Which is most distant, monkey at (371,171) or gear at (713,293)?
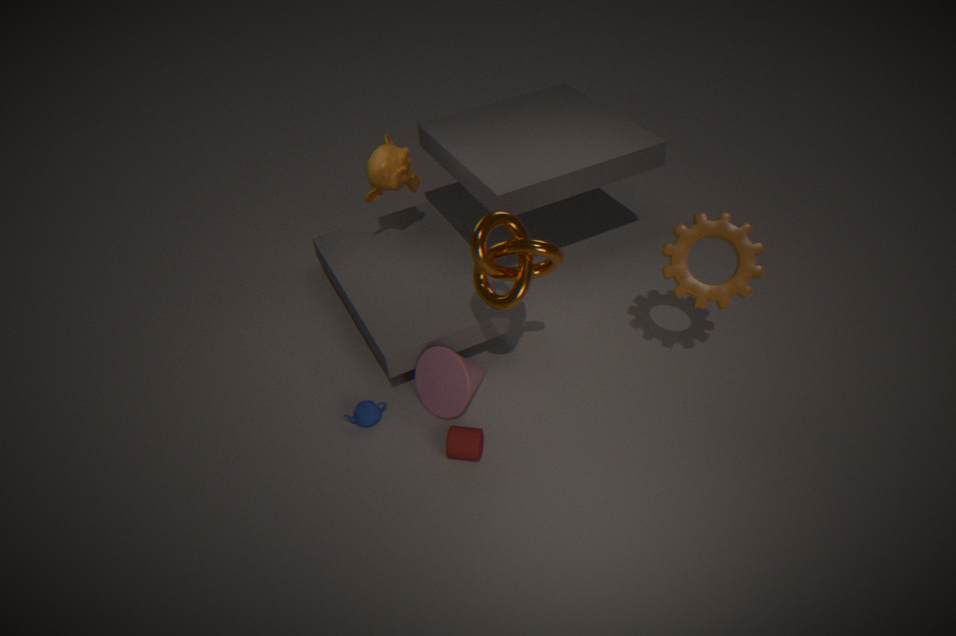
monkey at (371,171)
